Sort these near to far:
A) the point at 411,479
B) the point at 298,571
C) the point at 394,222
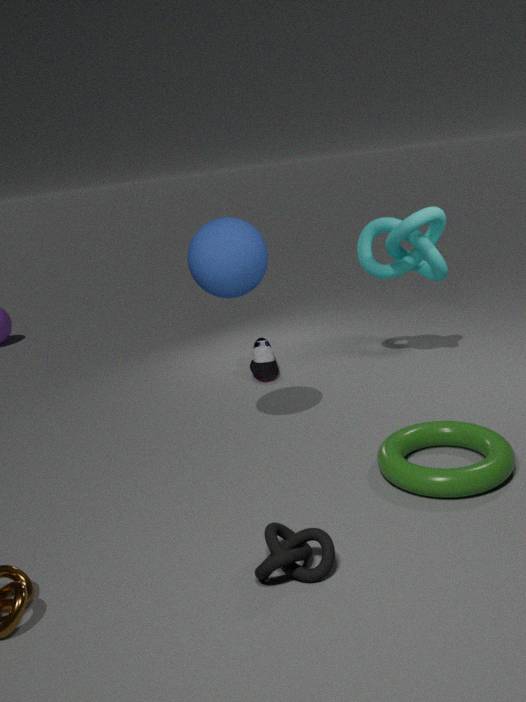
the point at 298,571, the point at 411,479, the point at 394,222
